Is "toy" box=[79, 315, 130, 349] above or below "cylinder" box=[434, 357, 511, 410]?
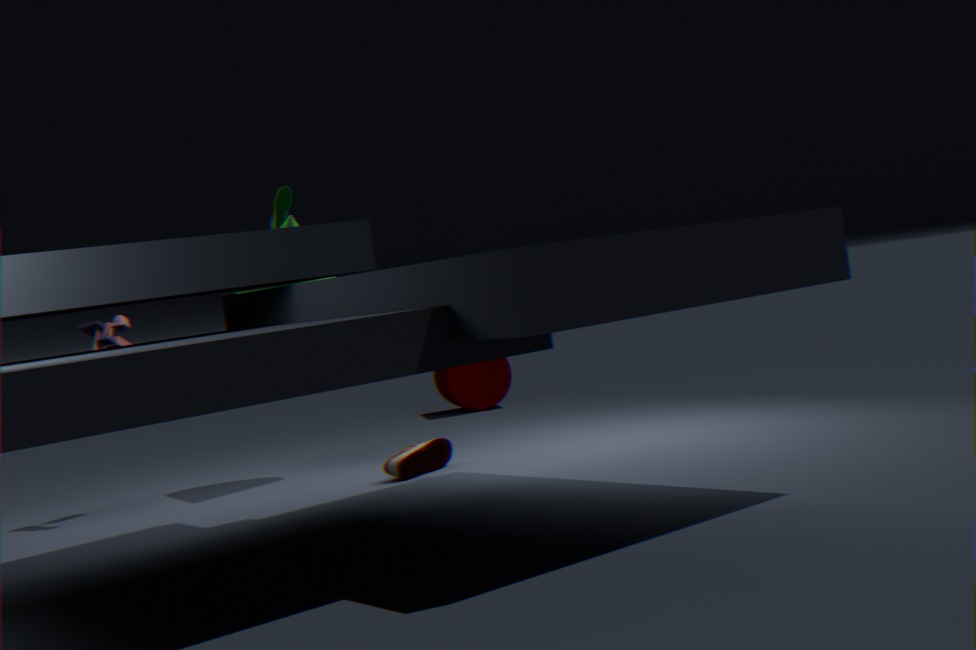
above
